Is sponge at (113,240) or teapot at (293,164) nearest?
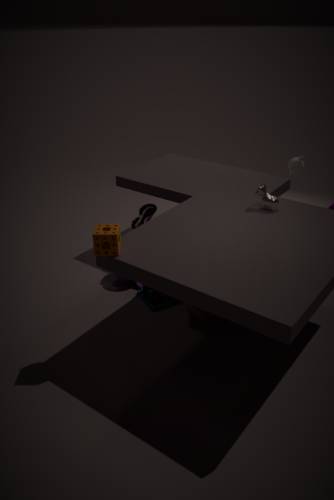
sponge at (113,240)
